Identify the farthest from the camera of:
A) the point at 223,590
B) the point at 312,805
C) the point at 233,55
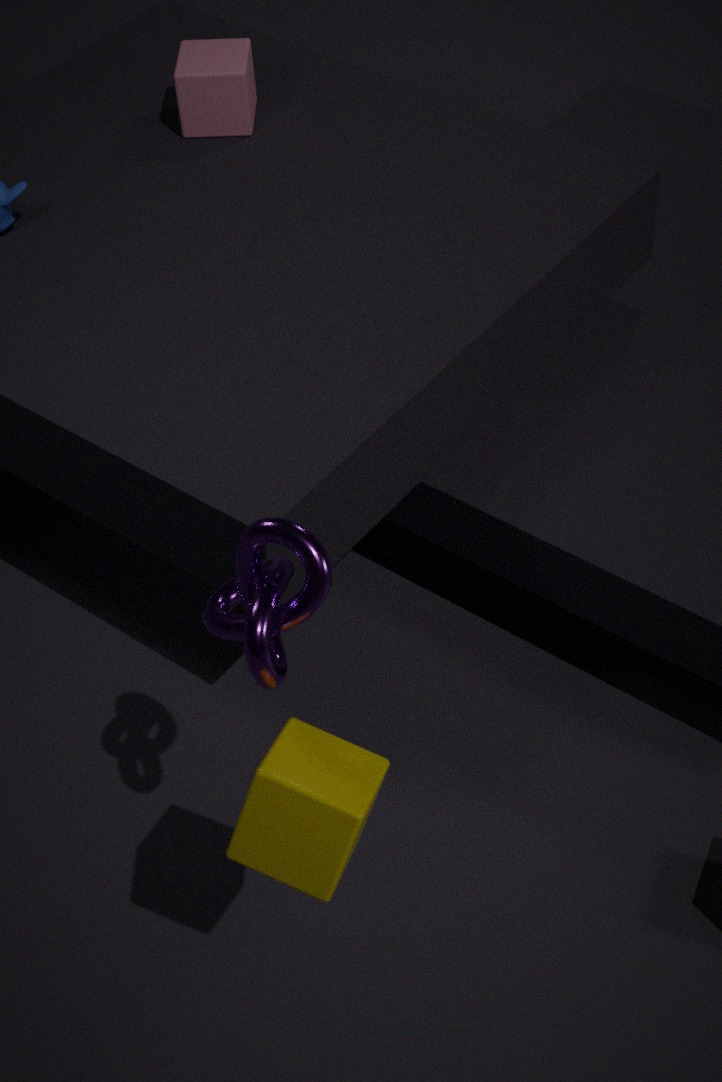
the point at 233,55
